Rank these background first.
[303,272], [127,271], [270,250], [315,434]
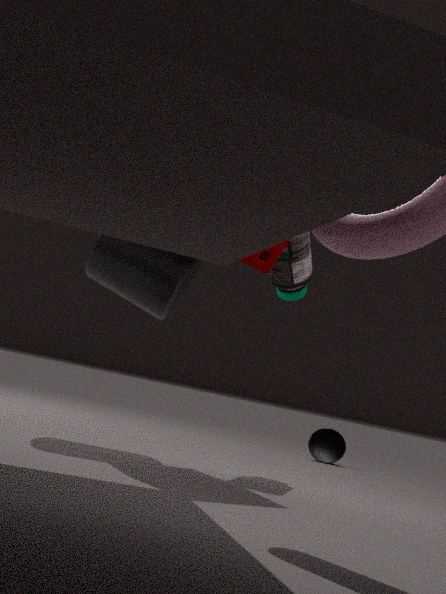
[315,434], [303,272], [270,250], [127,271]
